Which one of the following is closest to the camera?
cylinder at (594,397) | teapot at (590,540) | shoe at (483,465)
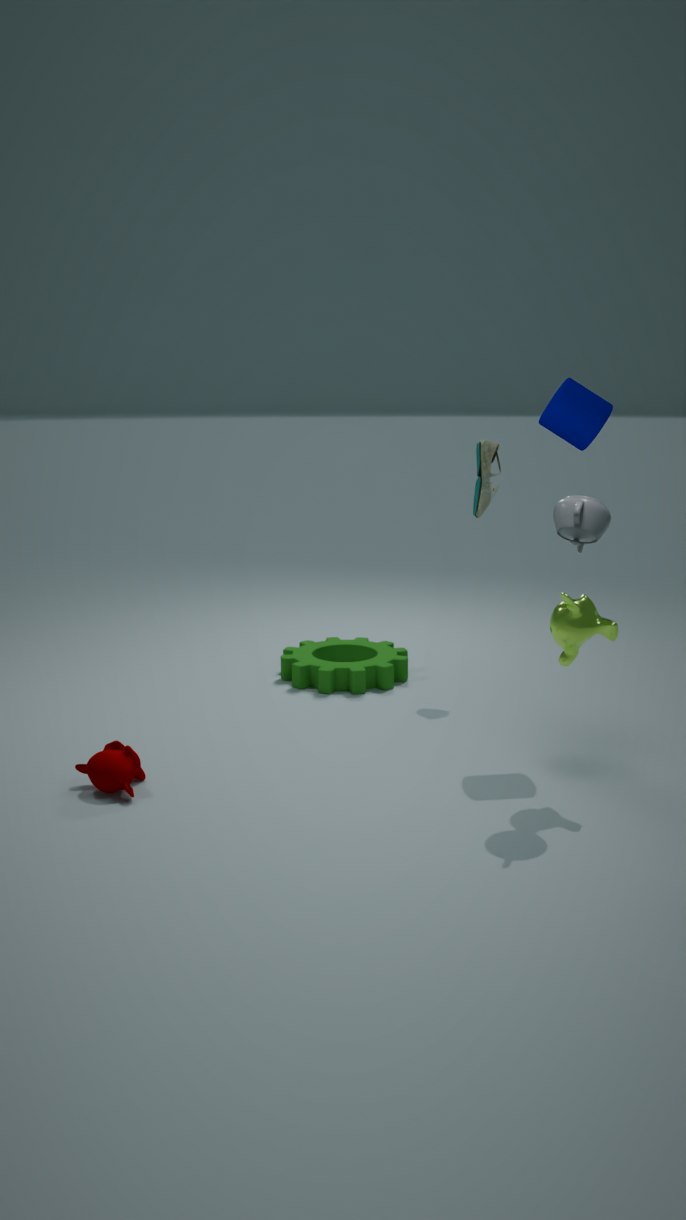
teapot at (590,540)
